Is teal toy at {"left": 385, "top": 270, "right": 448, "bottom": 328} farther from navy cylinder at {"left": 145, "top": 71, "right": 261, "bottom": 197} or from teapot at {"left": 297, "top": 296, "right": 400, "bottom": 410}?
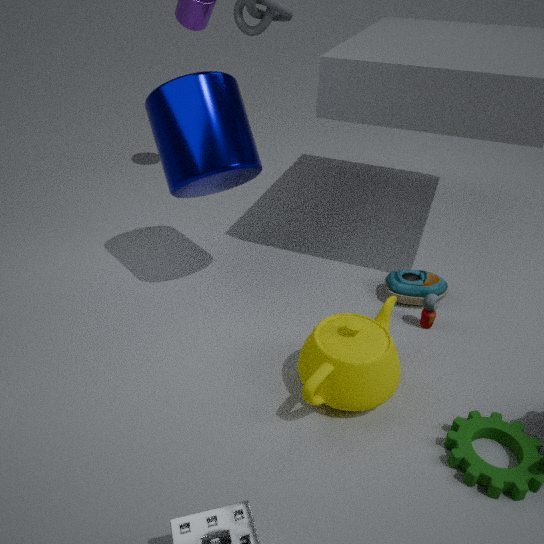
navy cylinder at {"left": 145, "top": 71, "right": 261, "bottom": 197}
